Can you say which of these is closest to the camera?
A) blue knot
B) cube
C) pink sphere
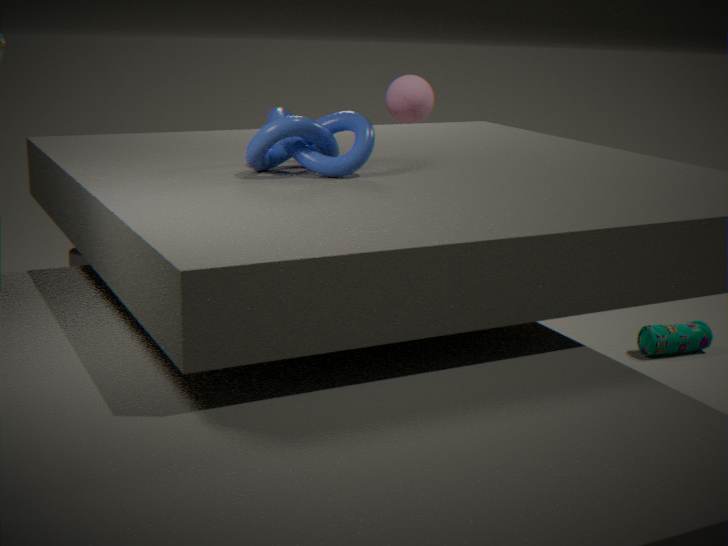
blue knot
